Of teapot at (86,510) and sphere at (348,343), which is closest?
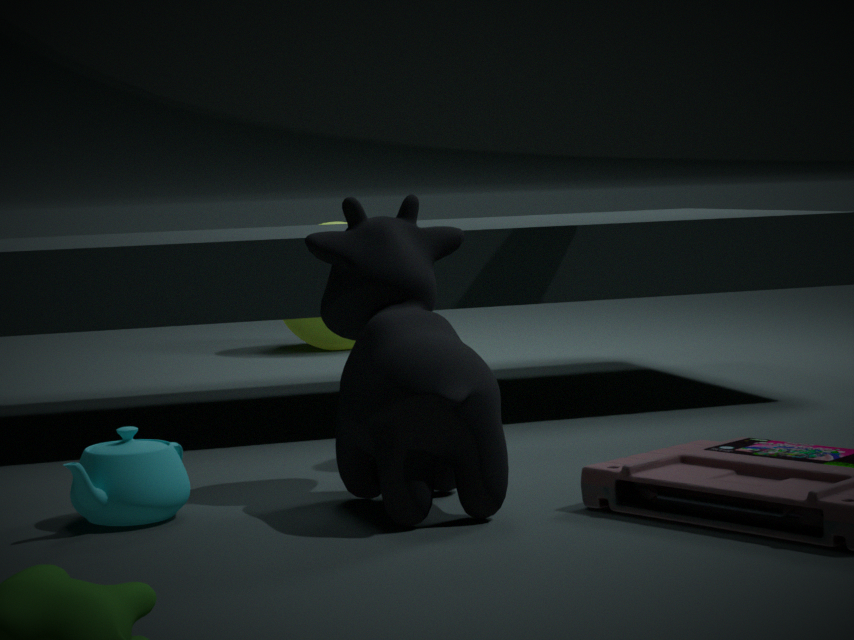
teapot at (86,510)
